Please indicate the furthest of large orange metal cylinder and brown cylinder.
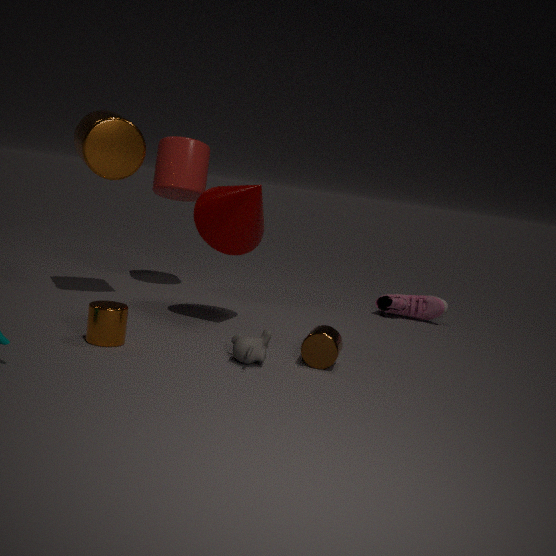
large orange metal cylinder
